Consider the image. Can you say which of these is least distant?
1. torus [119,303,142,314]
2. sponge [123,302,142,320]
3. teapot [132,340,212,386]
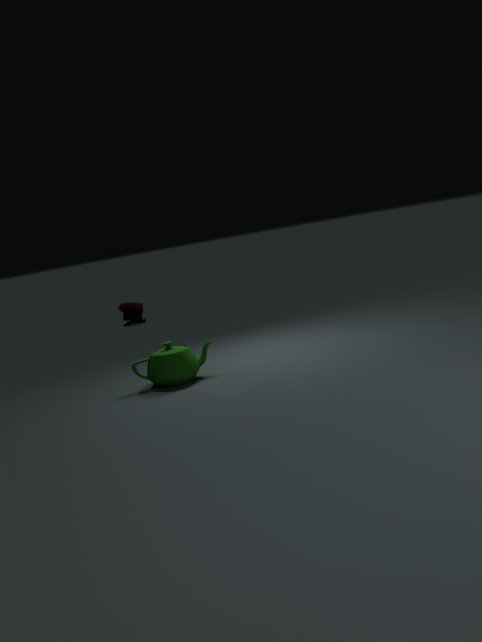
teapot [132,340,212,386]
